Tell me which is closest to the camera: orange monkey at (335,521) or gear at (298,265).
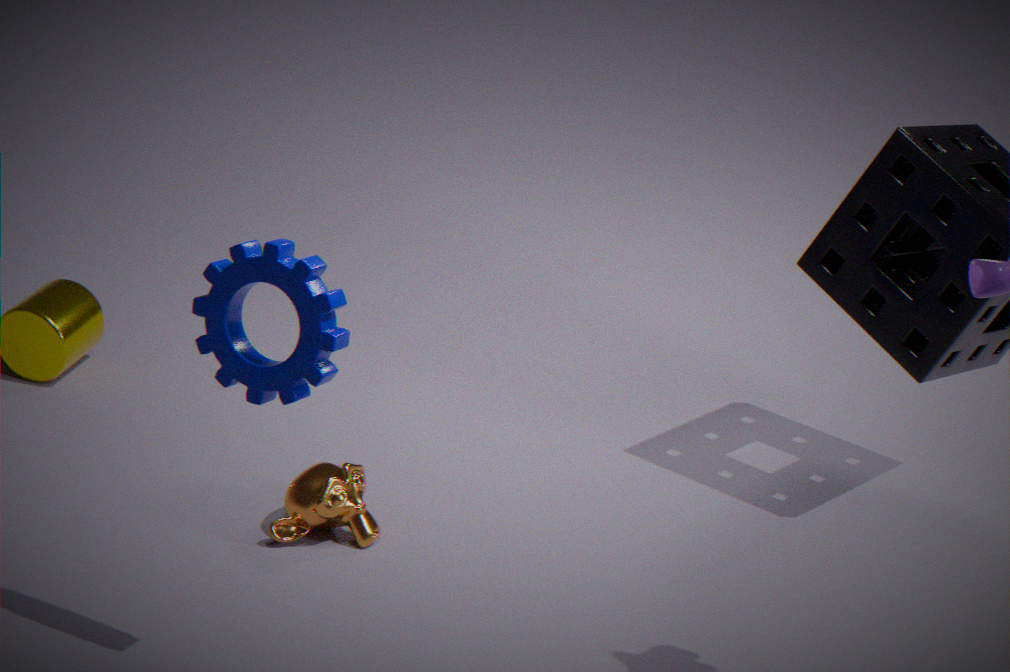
gear at (298,265)
